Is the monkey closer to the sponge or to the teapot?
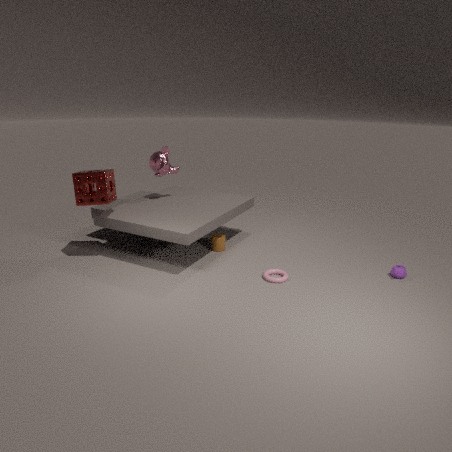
the sponge
